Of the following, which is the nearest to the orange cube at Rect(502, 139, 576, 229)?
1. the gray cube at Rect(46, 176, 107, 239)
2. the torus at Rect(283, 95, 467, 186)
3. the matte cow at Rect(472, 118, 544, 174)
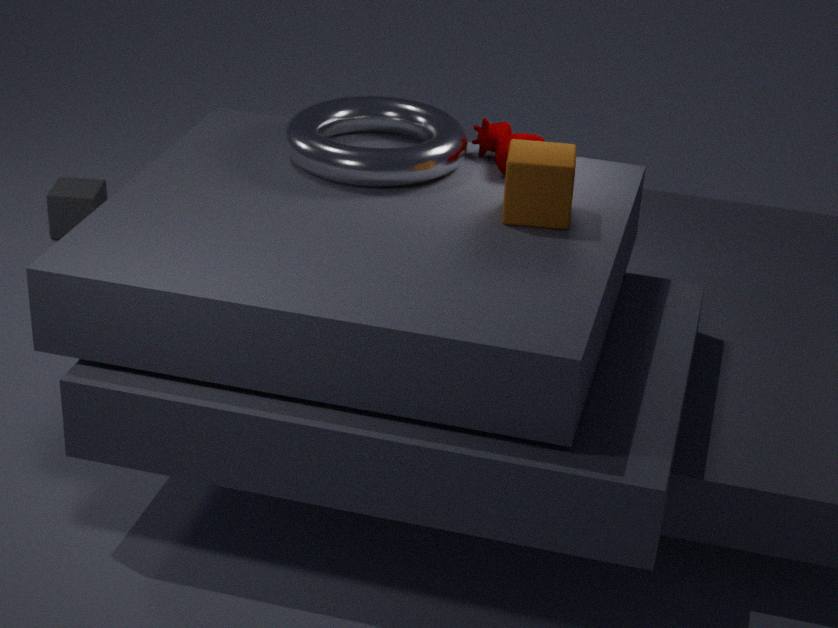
the matte cow at Rect(472, 118, 544, 174)
